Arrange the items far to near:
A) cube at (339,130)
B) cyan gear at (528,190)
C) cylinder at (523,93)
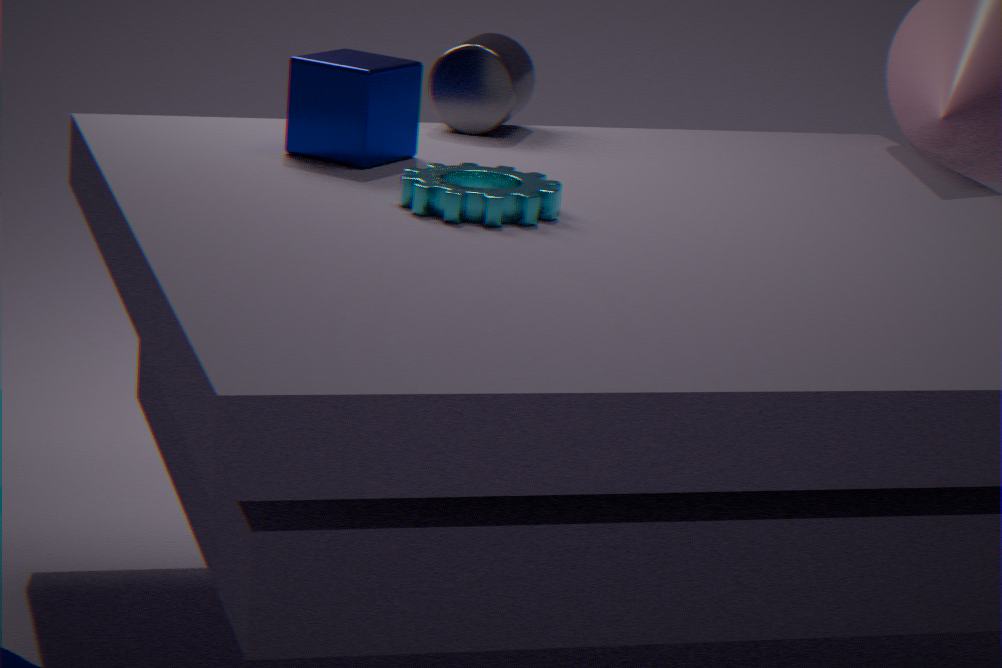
cylinder at (523,93)
cube at (339,130)
cyan gear at (528,190)
